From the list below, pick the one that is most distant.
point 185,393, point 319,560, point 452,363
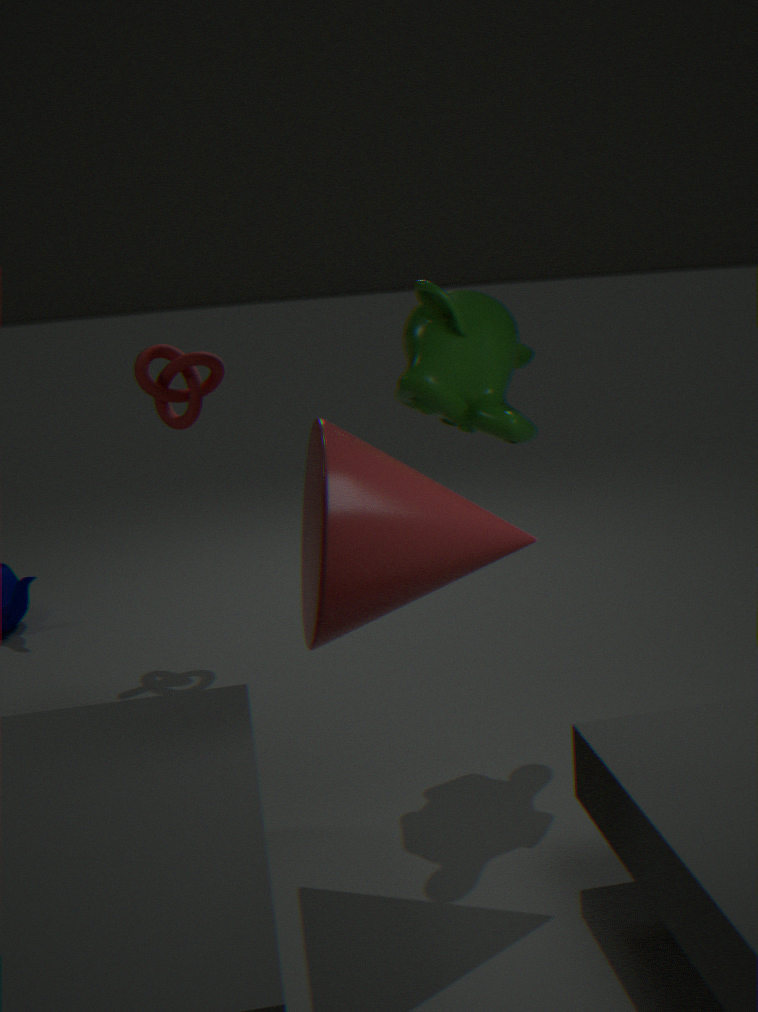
point 185,393
